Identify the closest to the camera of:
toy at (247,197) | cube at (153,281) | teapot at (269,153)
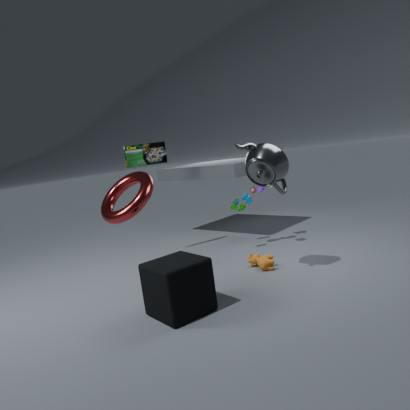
cube at (153,281)
